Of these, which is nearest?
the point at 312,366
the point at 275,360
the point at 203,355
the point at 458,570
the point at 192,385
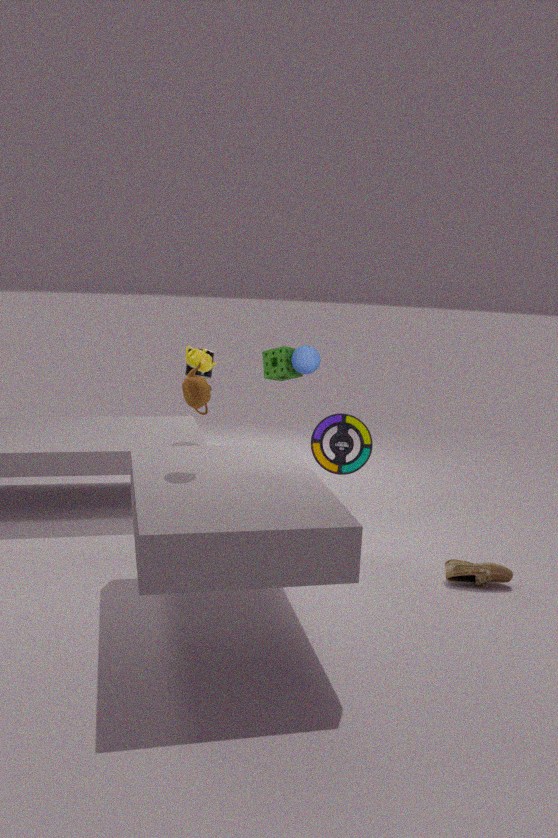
the point at 192,385
